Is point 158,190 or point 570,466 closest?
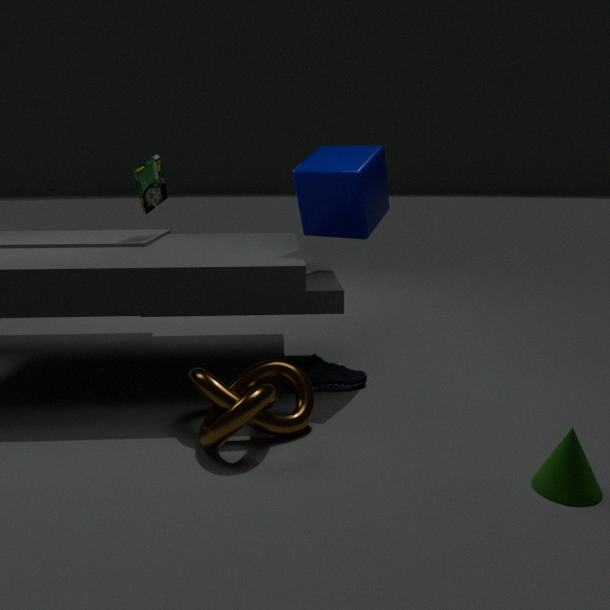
point 570,466
